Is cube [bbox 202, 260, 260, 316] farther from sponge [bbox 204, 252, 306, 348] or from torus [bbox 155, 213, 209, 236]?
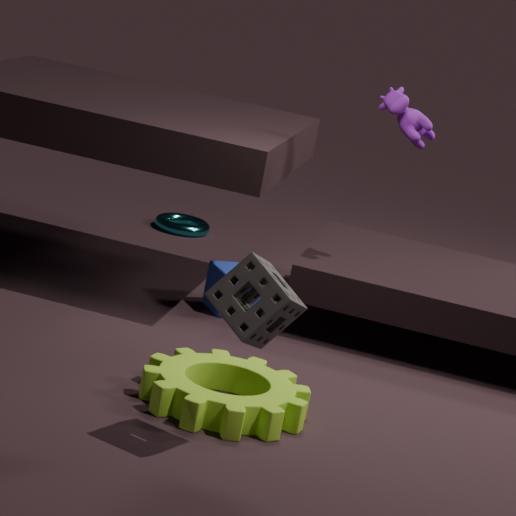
sponge [bbox 204, 252, 306, 348]
